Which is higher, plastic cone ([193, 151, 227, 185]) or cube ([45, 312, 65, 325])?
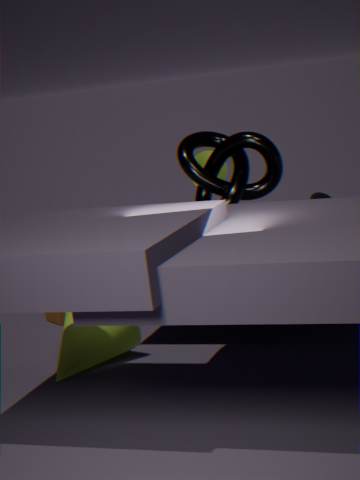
plastic cone ([193, 151, 227, 185])
